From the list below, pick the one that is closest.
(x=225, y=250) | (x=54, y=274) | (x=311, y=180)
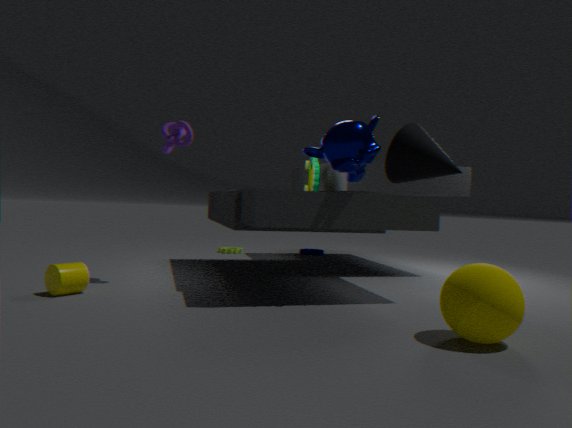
(x=54, y=274)
